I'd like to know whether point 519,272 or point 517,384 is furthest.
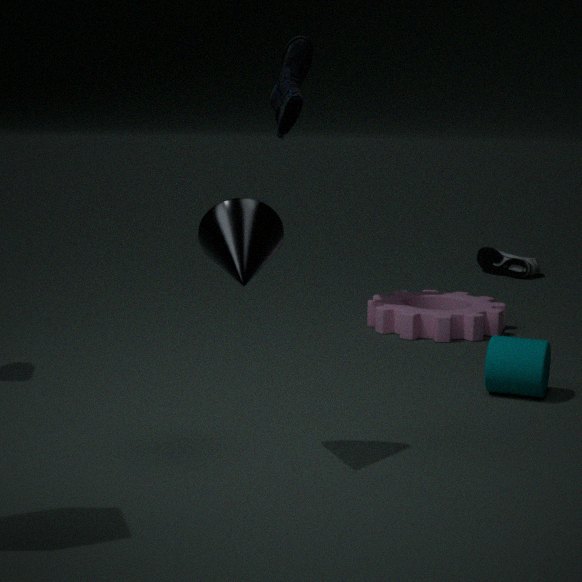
point 519,272
